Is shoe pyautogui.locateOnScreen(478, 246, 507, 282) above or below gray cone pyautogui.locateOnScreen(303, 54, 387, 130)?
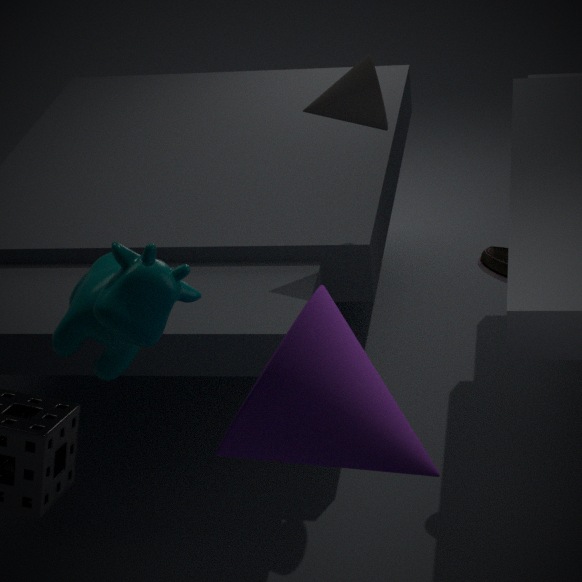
below
